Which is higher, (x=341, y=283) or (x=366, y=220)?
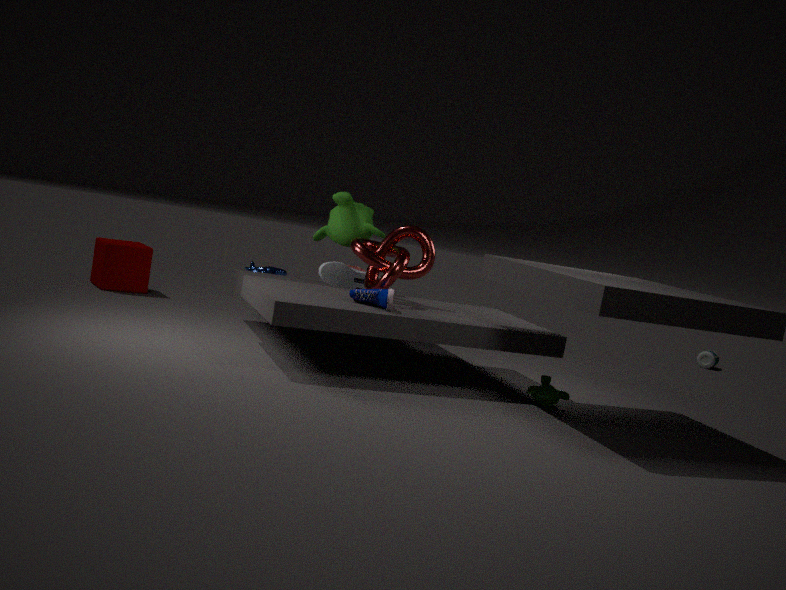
(x=366, y=220)
